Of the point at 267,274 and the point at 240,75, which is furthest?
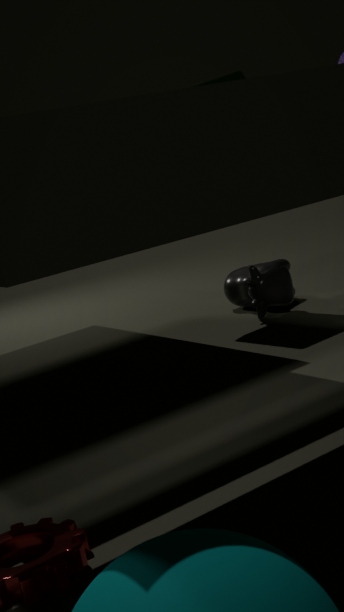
the point at 267,274
